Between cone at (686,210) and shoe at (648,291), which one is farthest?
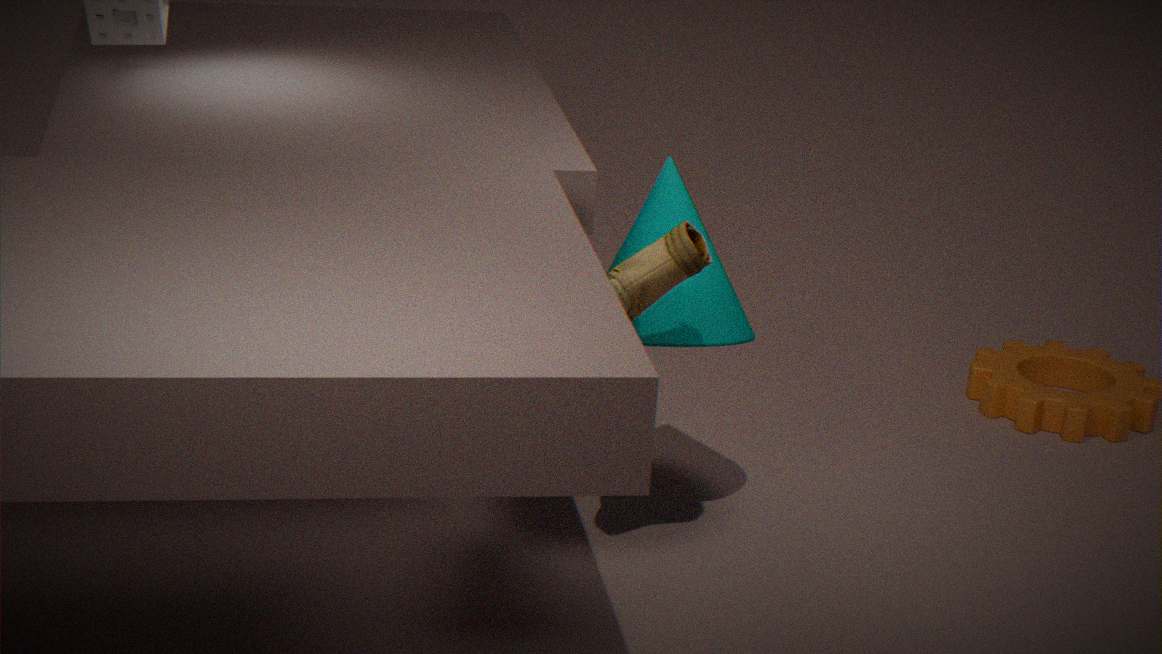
cone at (686,210)
